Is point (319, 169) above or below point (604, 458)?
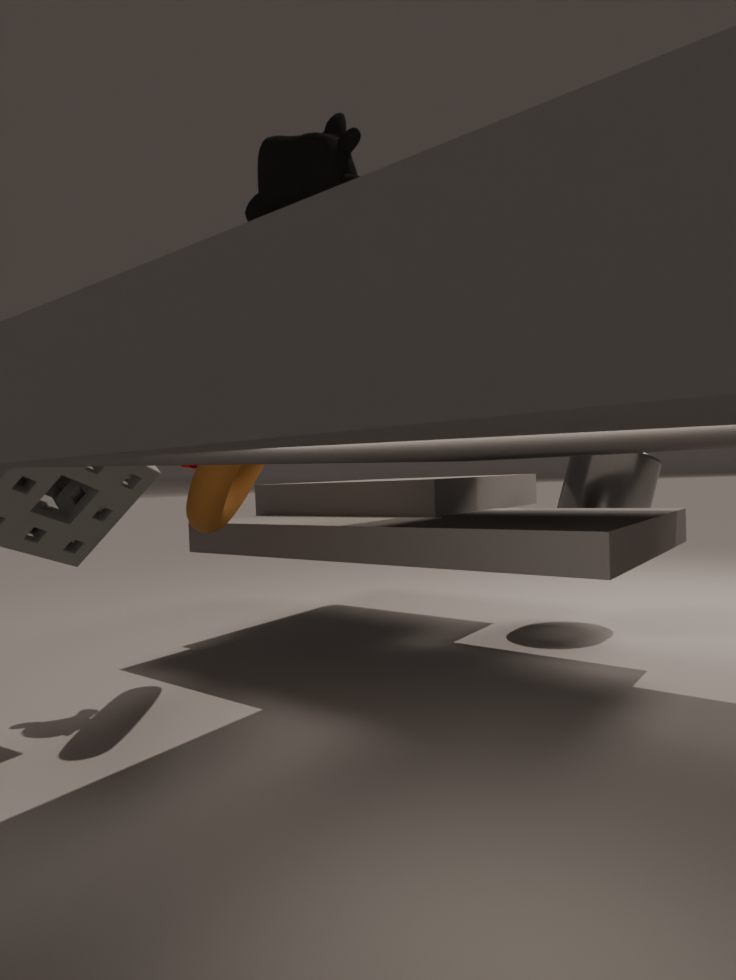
above
